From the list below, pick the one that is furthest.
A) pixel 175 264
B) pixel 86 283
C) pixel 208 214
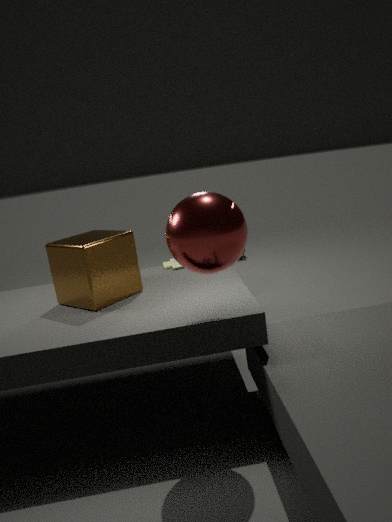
pixel 175 264
